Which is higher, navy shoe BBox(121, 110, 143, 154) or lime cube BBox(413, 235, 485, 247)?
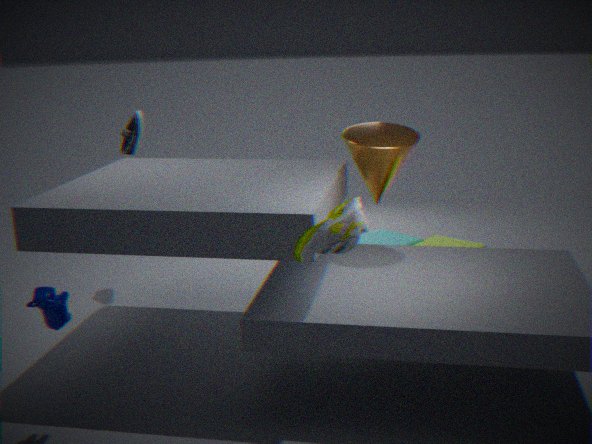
navy shoe BBox(121, 110, 143, 154)
